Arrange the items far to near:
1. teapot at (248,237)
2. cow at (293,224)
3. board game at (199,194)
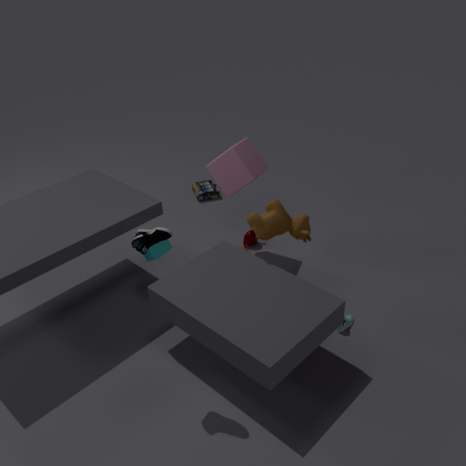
board game at (199,194) → teapot at (248,237) → cow at (293,224)
